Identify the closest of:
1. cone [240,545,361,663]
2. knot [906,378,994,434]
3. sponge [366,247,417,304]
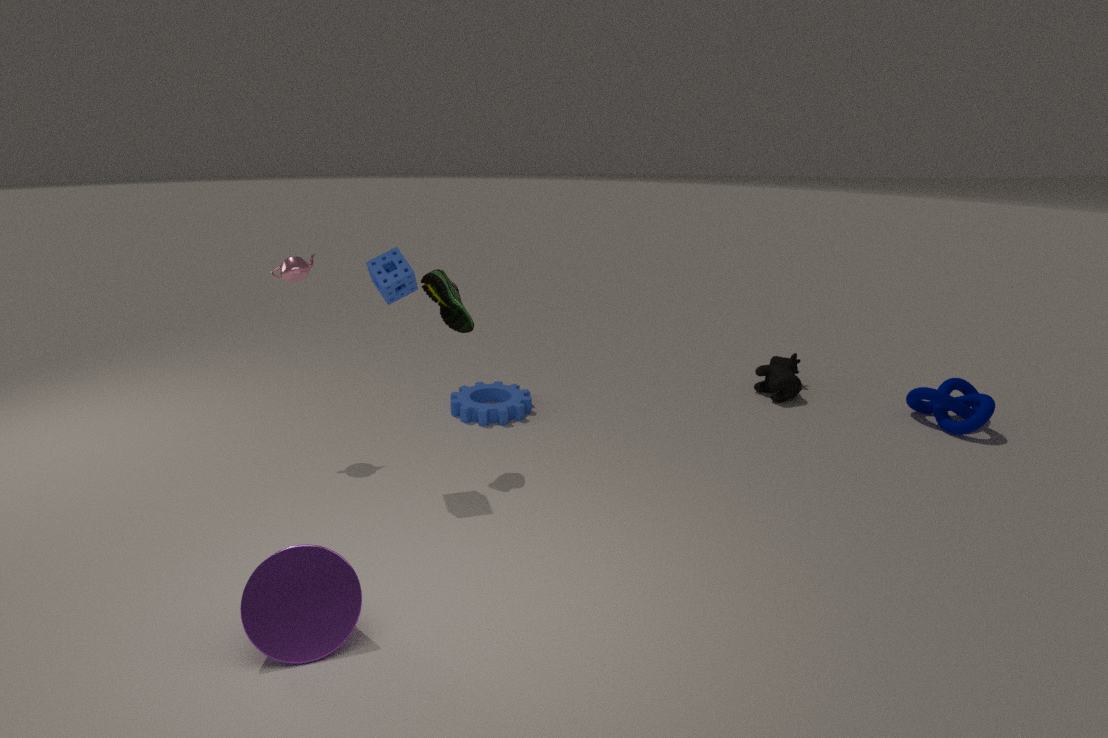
cone [240,545,361,663]
